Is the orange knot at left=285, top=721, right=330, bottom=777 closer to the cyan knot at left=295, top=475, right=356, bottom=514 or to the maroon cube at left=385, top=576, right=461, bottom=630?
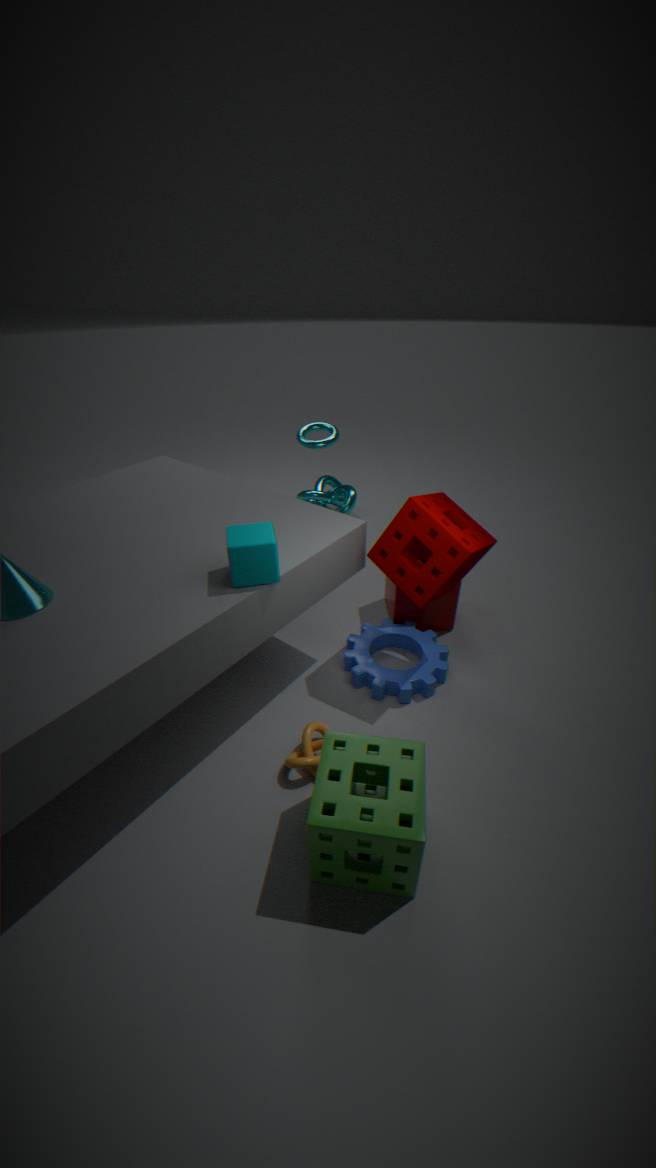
the maroon cube at left=385, top=576, right=461, bottom=630
